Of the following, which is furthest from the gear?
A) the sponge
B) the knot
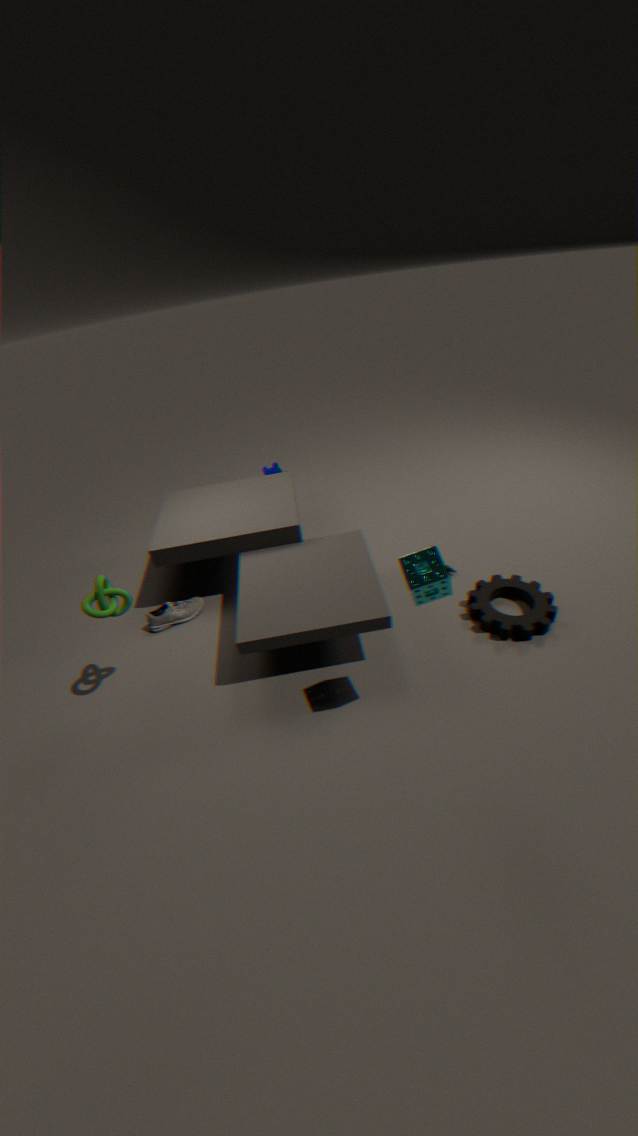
the knot
